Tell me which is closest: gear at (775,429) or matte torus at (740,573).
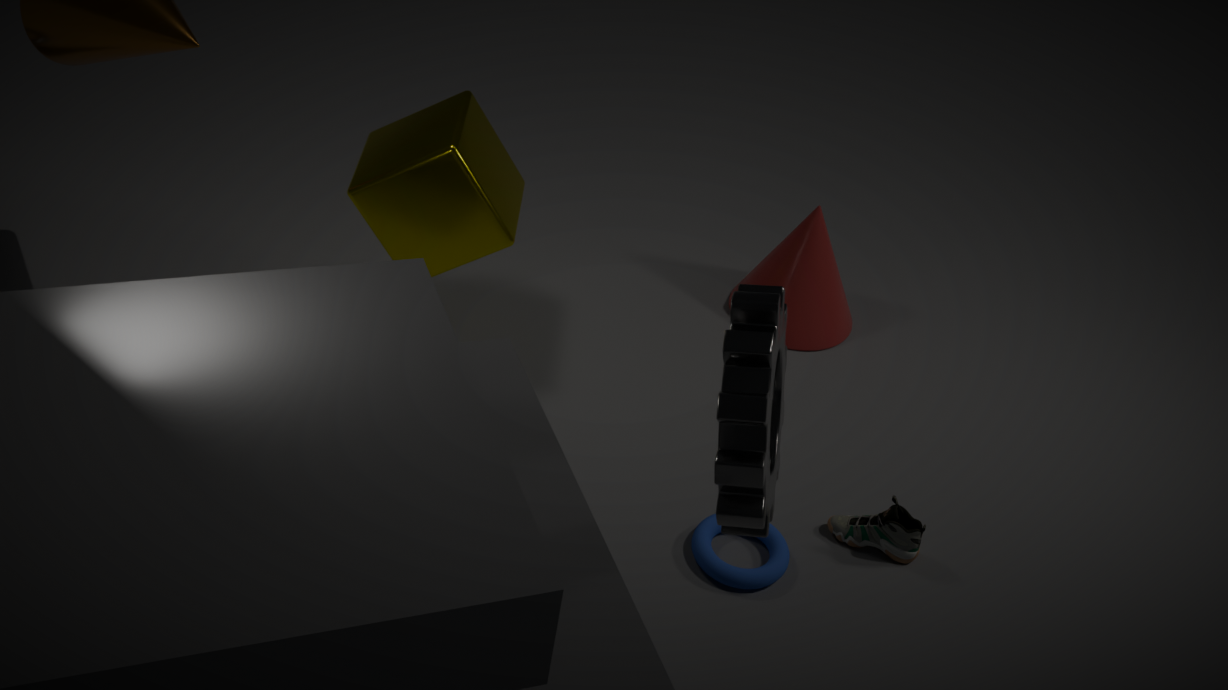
gear at (775,429)
